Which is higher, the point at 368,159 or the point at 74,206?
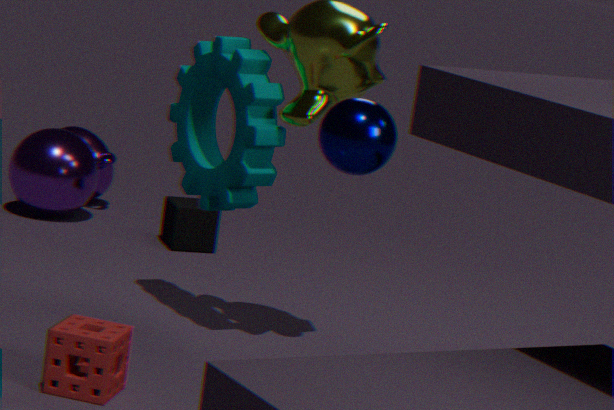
the point at 368,159
